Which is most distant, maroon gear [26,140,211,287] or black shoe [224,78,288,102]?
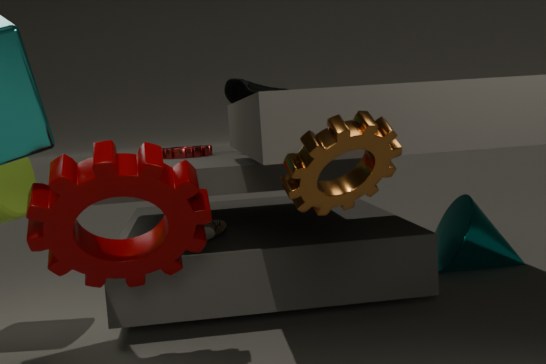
black shoe [224,78,288,102]
